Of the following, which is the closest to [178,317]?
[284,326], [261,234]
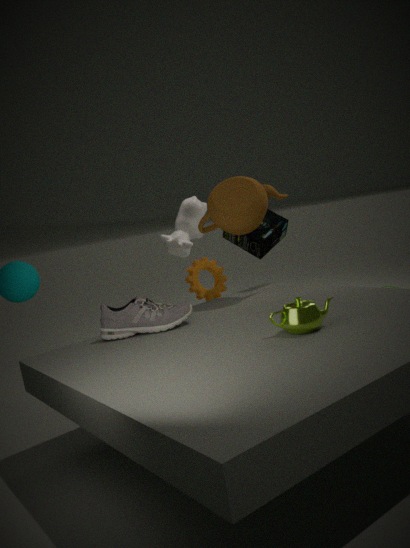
[284,326]
